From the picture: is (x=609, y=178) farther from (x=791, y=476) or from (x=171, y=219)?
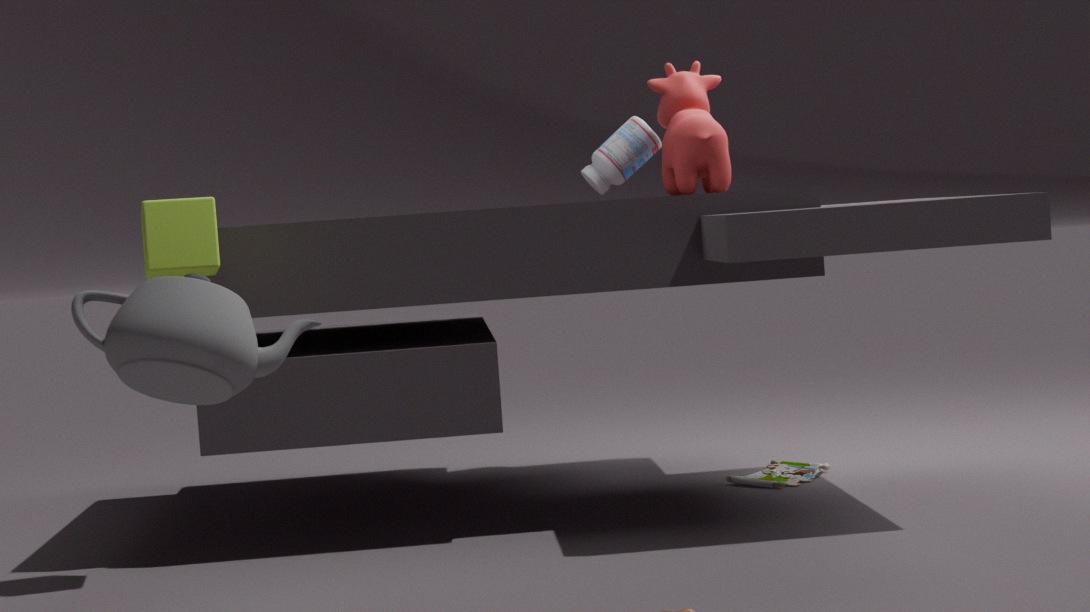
(x=171, y=219)
